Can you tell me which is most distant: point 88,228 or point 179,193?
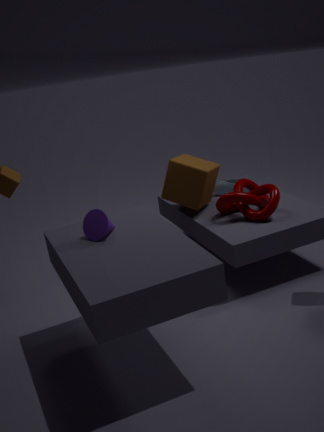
point 179,193
